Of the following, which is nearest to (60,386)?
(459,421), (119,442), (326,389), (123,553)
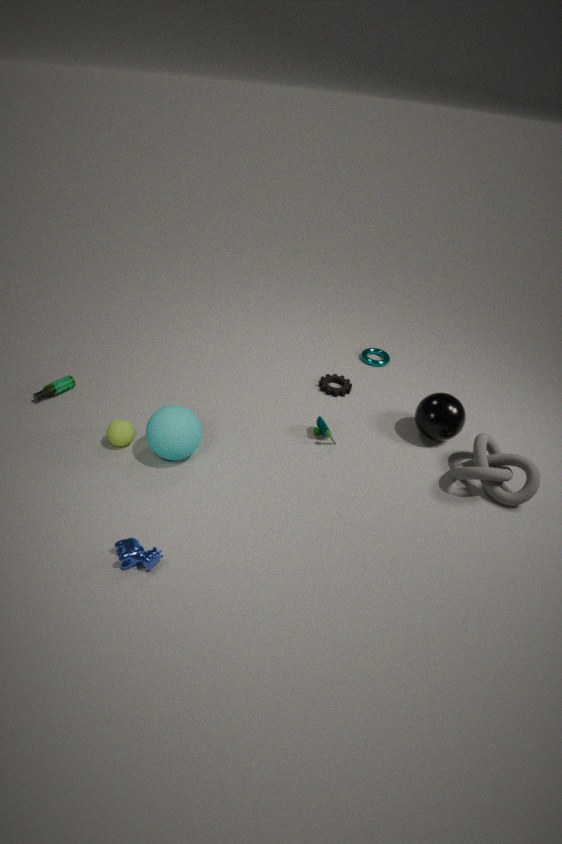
(119,442)
